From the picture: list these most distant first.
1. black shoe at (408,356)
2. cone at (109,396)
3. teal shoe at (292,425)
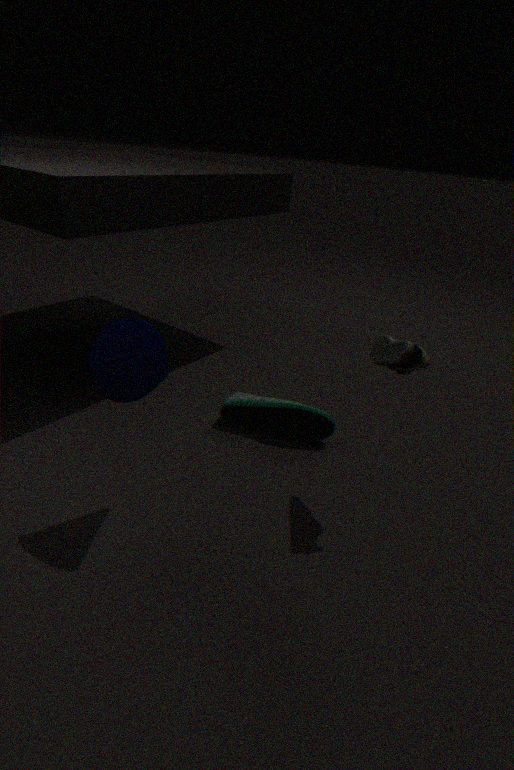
1. teal shoe at (292,425)
2. black shoe at (408,356)
3. cone at (109,396)
